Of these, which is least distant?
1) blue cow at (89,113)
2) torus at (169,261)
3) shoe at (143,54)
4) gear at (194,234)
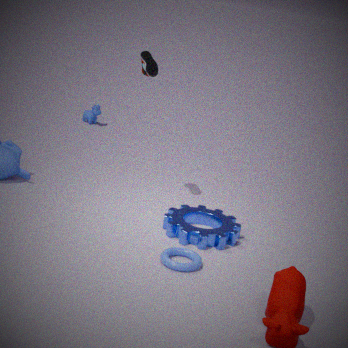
2. torus at (169,261)
